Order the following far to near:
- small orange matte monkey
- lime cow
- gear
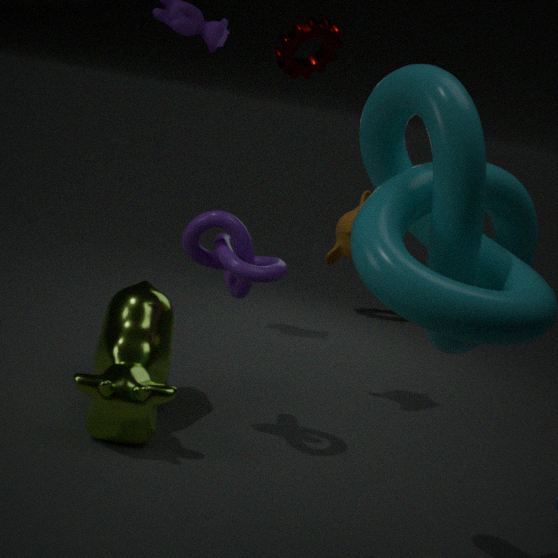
gear
small orange matte monkey
lime cow
